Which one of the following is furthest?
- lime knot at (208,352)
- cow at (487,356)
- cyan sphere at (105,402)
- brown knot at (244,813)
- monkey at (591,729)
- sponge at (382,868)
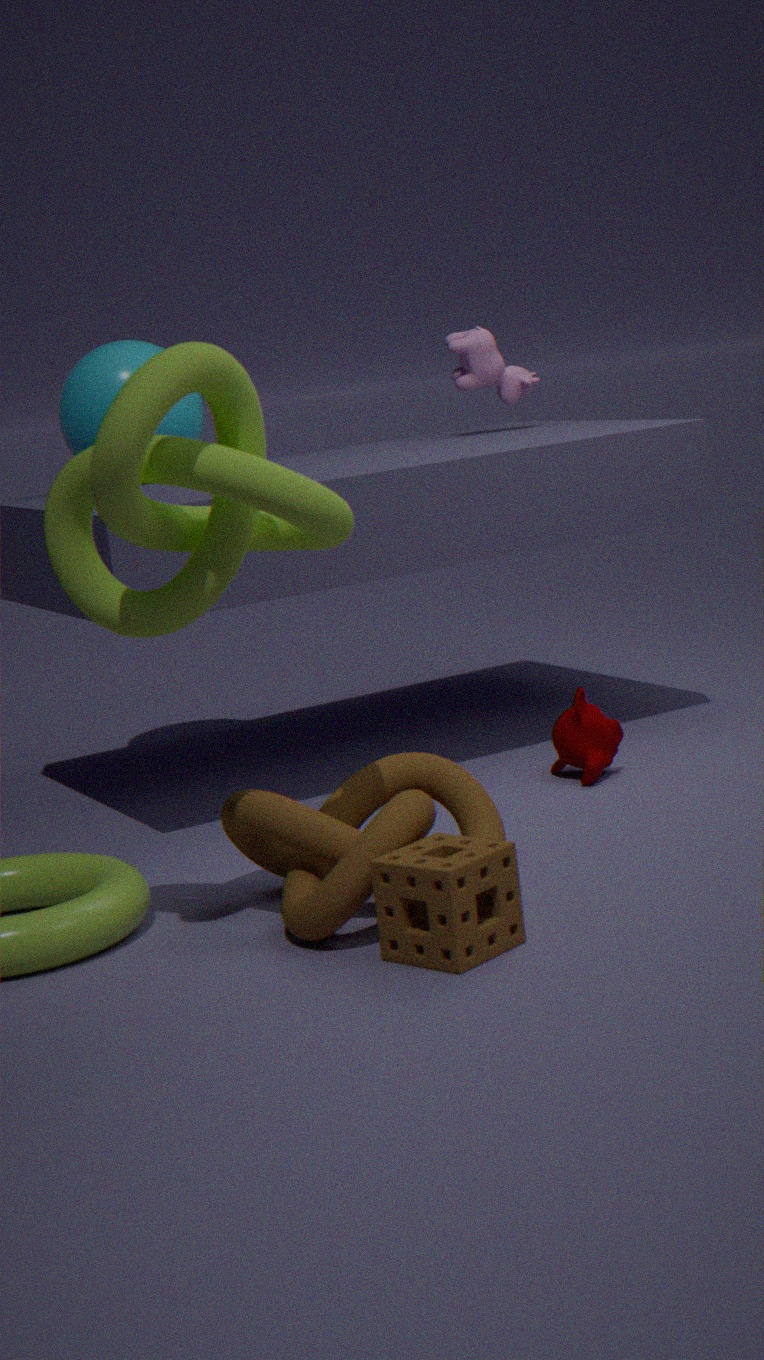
cow at (487,356)
